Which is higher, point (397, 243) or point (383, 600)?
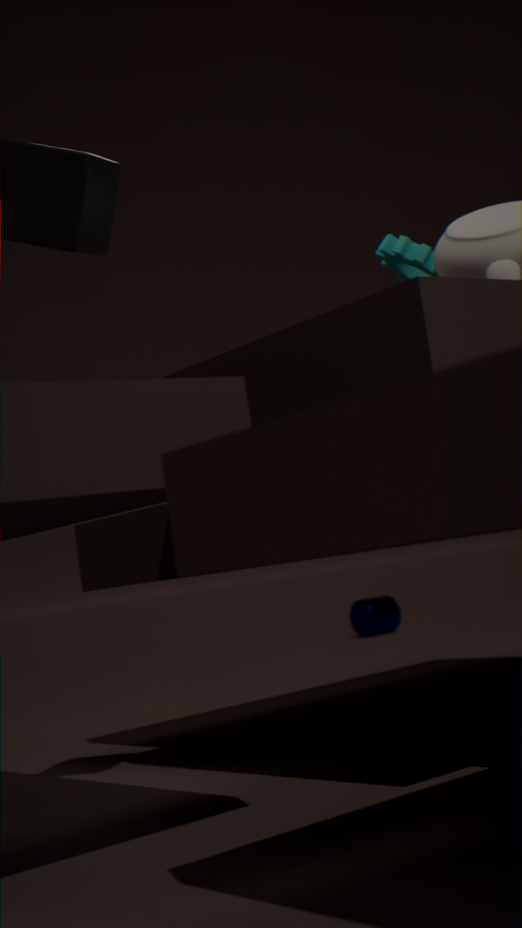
point (397, 243)
